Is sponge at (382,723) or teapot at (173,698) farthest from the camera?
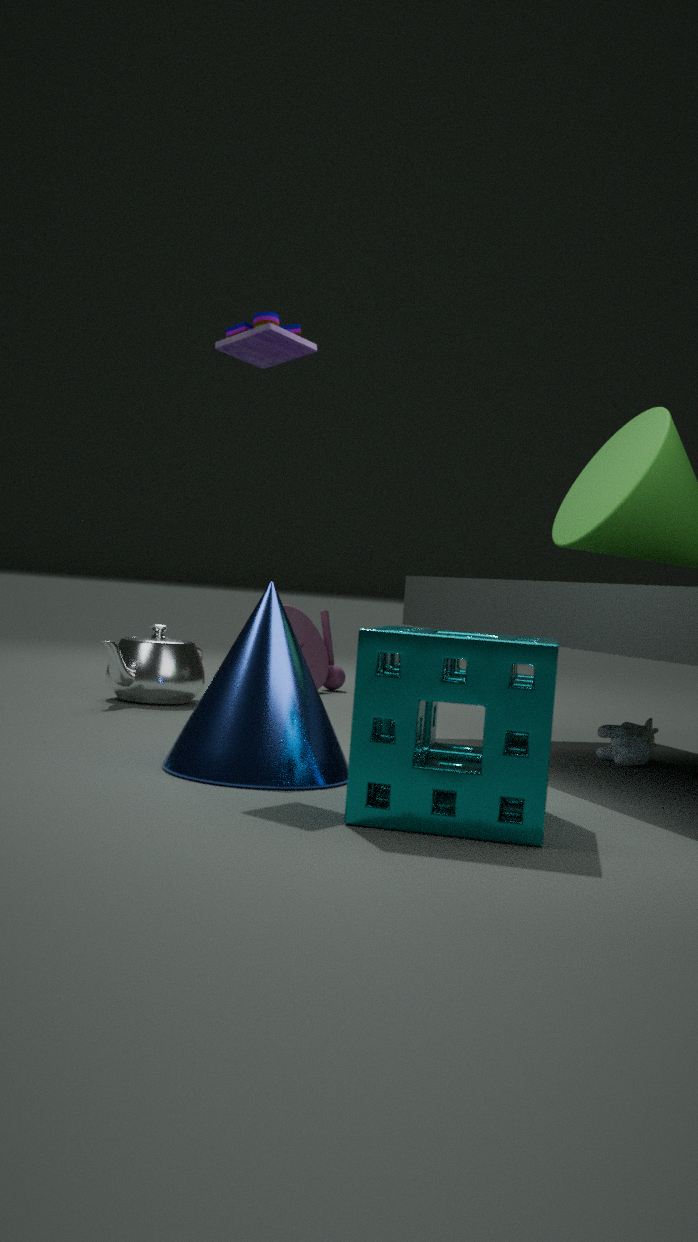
teapot at (173,698)
